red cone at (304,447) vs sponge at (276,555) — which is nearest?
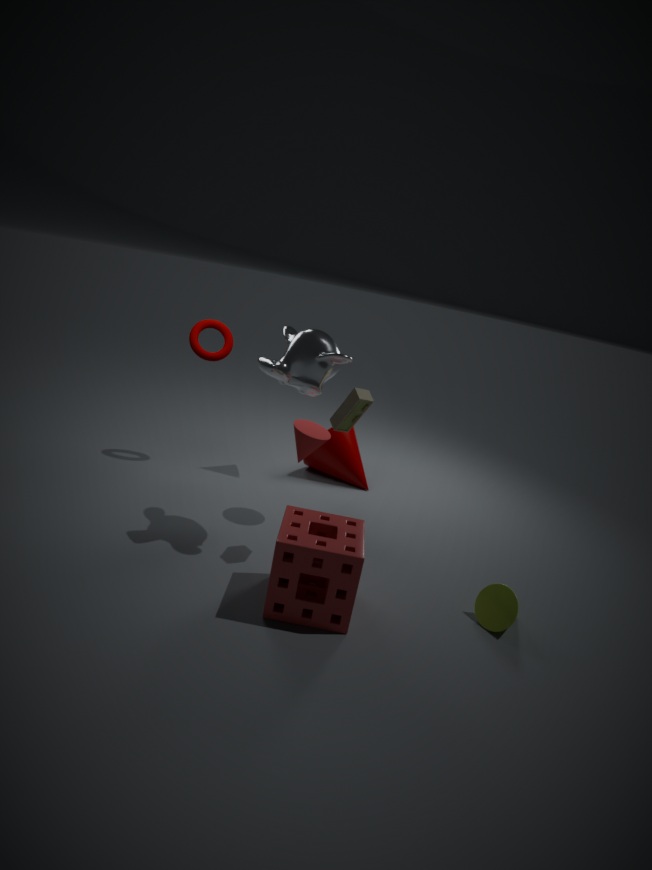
sponge at (276,555)
